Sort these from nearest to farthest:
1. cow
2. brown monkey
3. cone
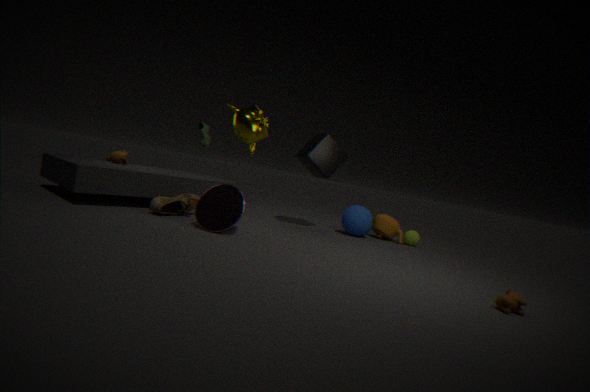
1. cow
2. cone
3. brown monkey
